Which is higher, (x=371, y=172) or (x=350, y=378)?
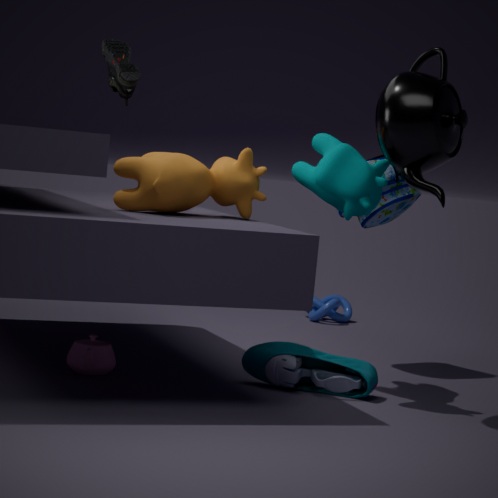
(x=371, y=172)
